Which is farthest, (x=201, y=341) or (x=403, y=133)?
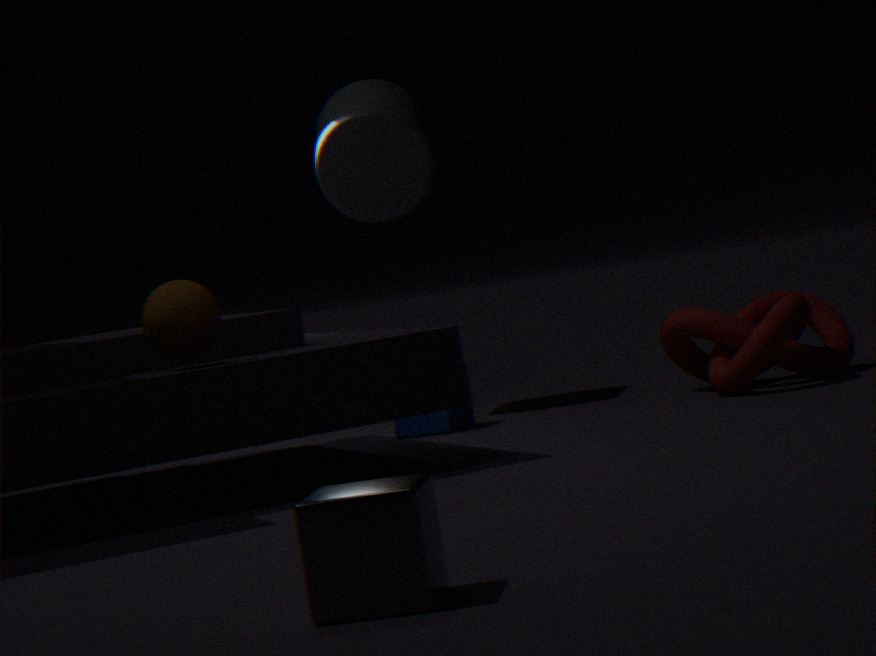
(x=403, y=133)
